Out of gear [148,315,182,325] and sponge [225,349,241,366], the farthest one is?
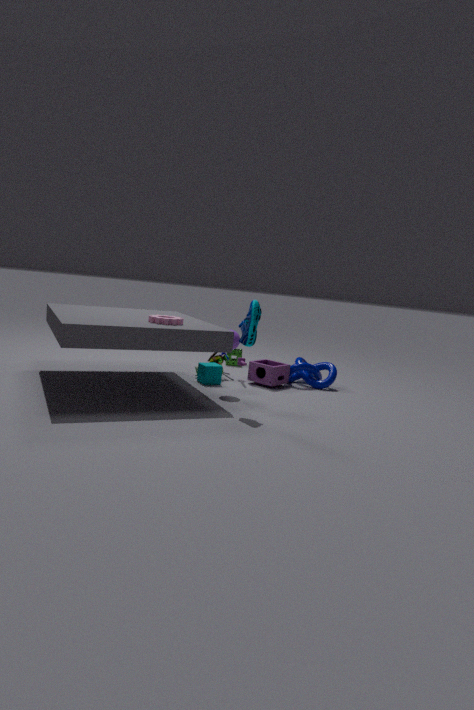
sponge [225,349,241,366]
